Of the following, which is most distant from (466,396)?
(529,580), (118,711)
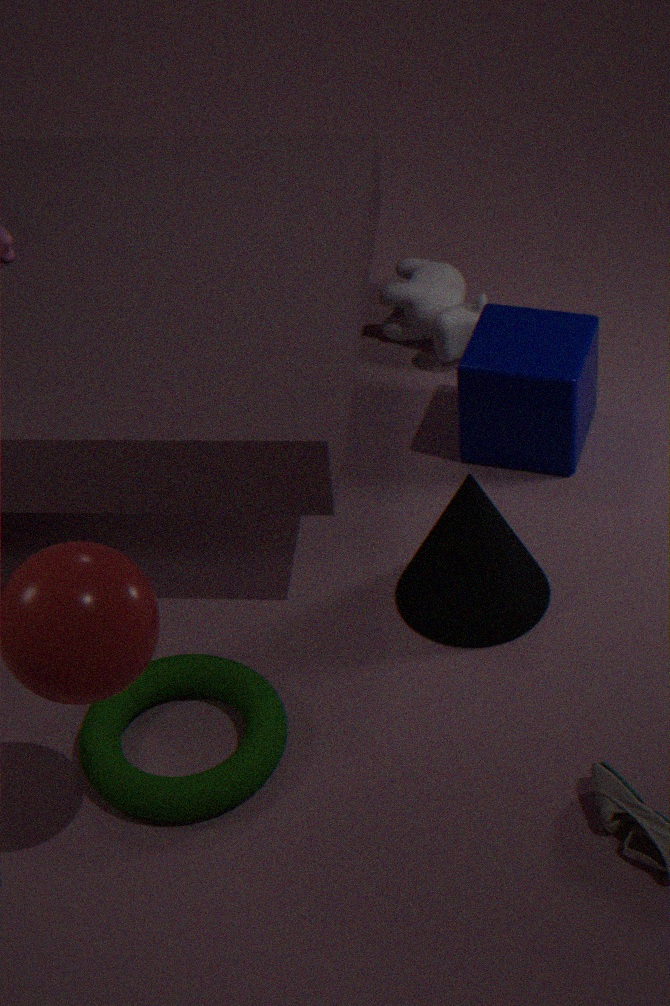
(118,711)
